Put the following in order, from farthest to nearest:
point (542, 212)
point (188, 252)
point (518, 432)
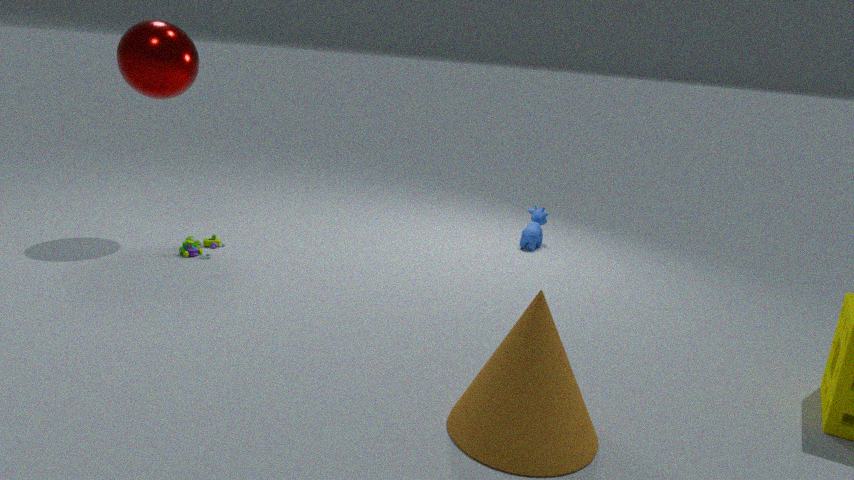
point (542, 212)
point (188, 252)
point (518, 432)
